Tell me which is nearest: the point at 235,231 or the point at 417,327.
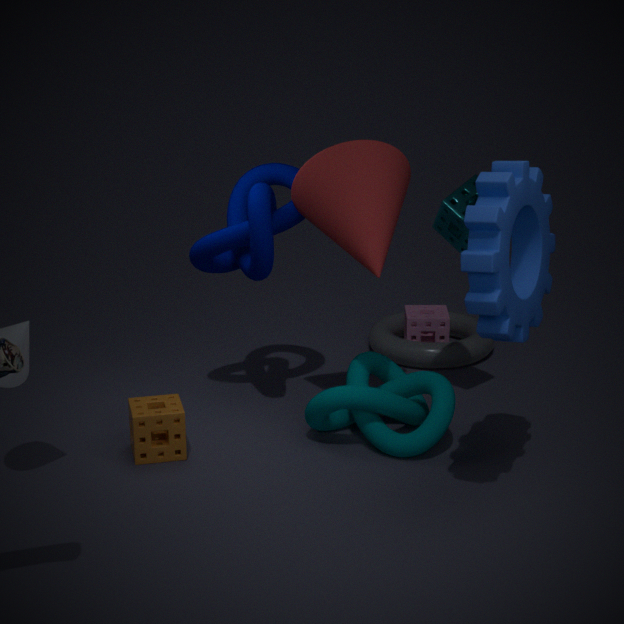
the point at 235,231
